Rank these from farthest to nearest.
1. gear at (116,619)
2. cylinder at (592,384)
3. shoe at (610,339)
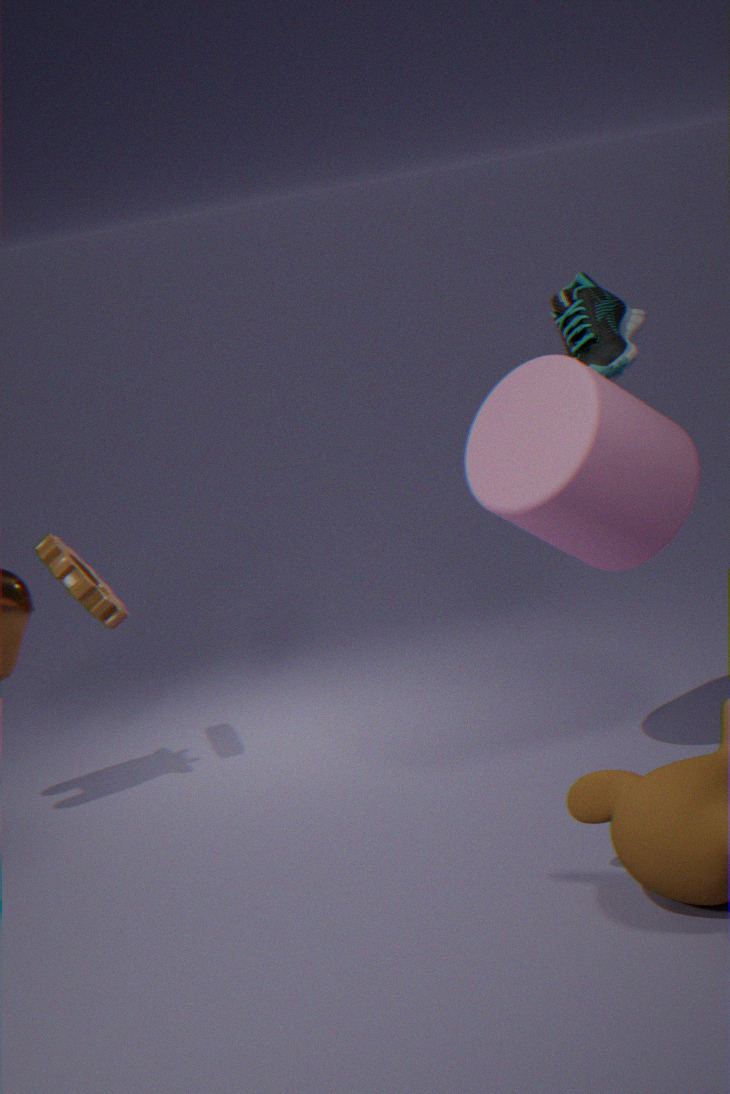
gear at (116,619), shoe at (610,339), cylinder at (592,384)
